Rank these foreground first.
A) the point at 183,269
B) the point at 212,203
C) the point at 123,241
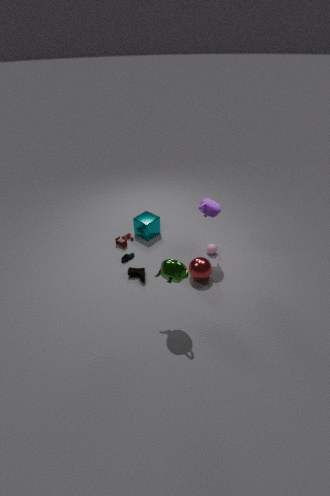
1. the point at 183,269
2. the point at 212,203
3. the point at 123,241
